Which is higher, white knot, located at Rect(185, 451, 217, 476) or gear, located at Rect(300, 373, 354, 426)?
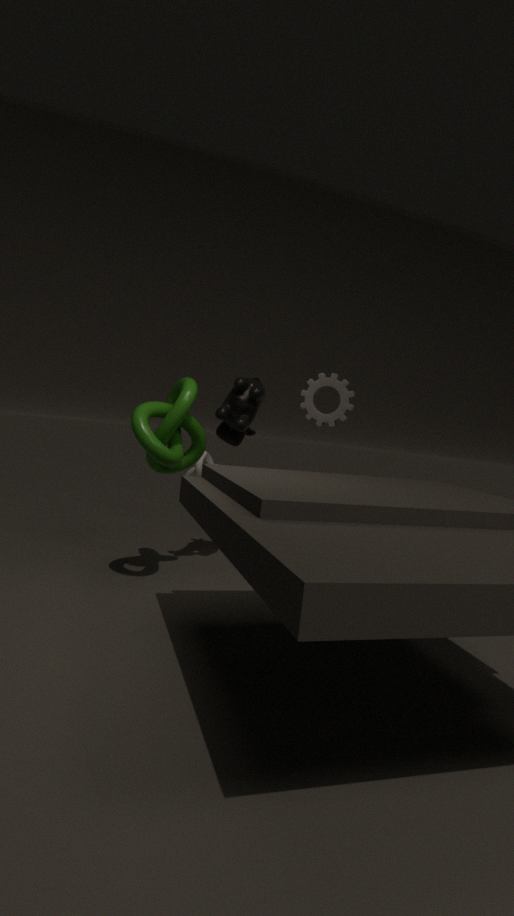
gear, located at Rect(300, 373, 354, 426)
